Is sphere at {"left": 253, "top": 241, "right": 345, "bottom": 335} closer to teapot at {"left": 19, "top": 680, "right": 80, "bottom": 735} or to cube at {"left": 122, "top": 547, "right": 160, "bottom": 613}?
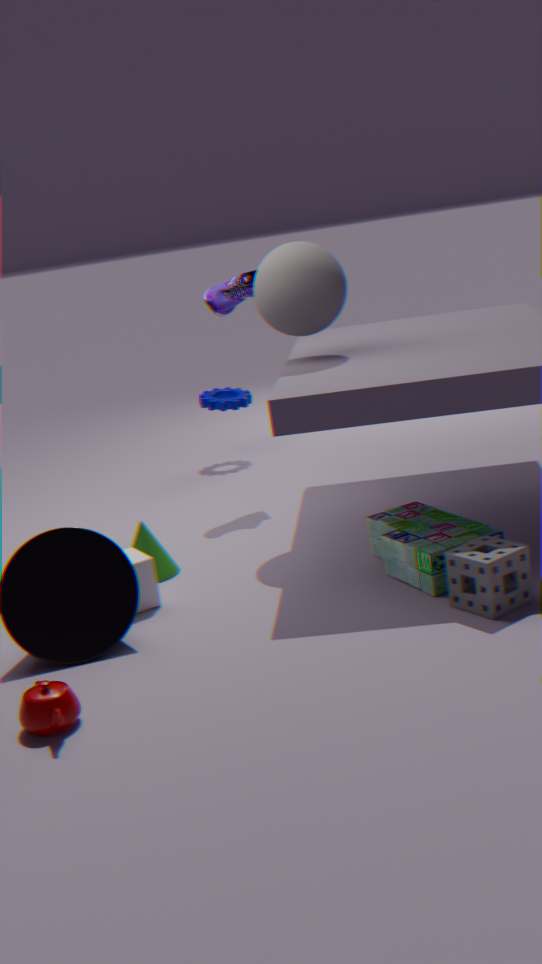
cube at {"left": 122, "top": 547, "right": 160, "bottom": 613}
